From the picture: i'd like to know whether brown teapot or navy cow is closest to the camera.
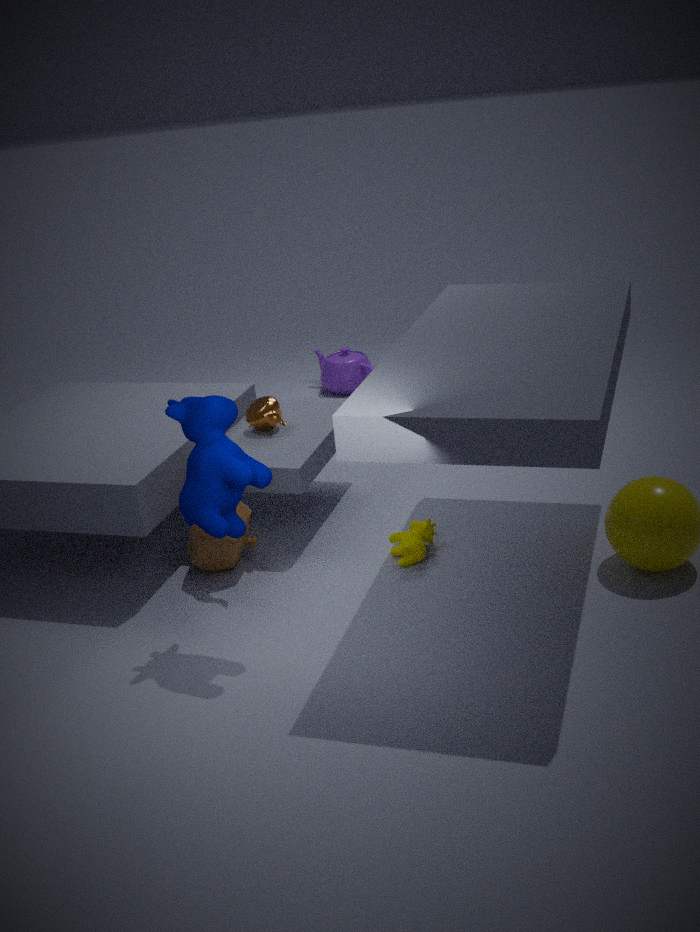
navy cow
